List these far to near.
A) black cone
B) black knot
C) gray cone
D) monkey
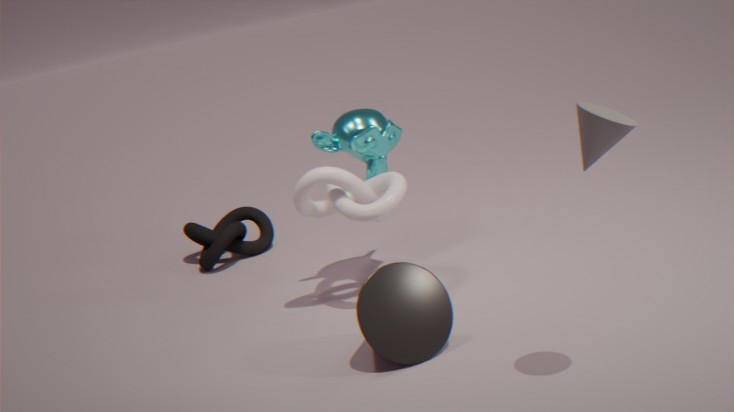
black knot, monkey, black cone, gray cone
